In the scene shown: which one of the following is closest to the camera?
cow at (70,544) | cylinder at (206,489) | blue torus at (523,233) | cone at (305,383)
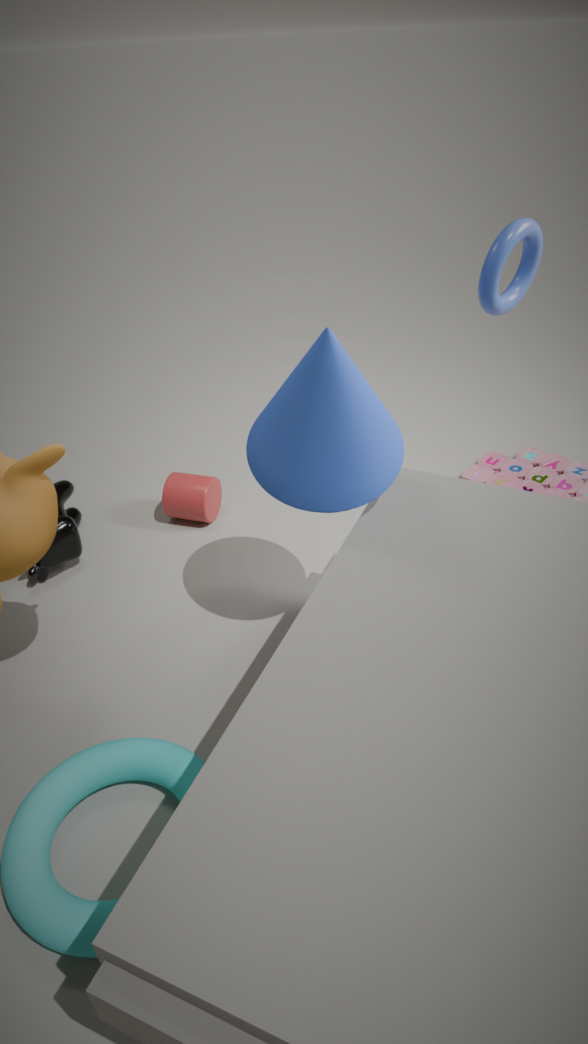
cone at (305,383)
